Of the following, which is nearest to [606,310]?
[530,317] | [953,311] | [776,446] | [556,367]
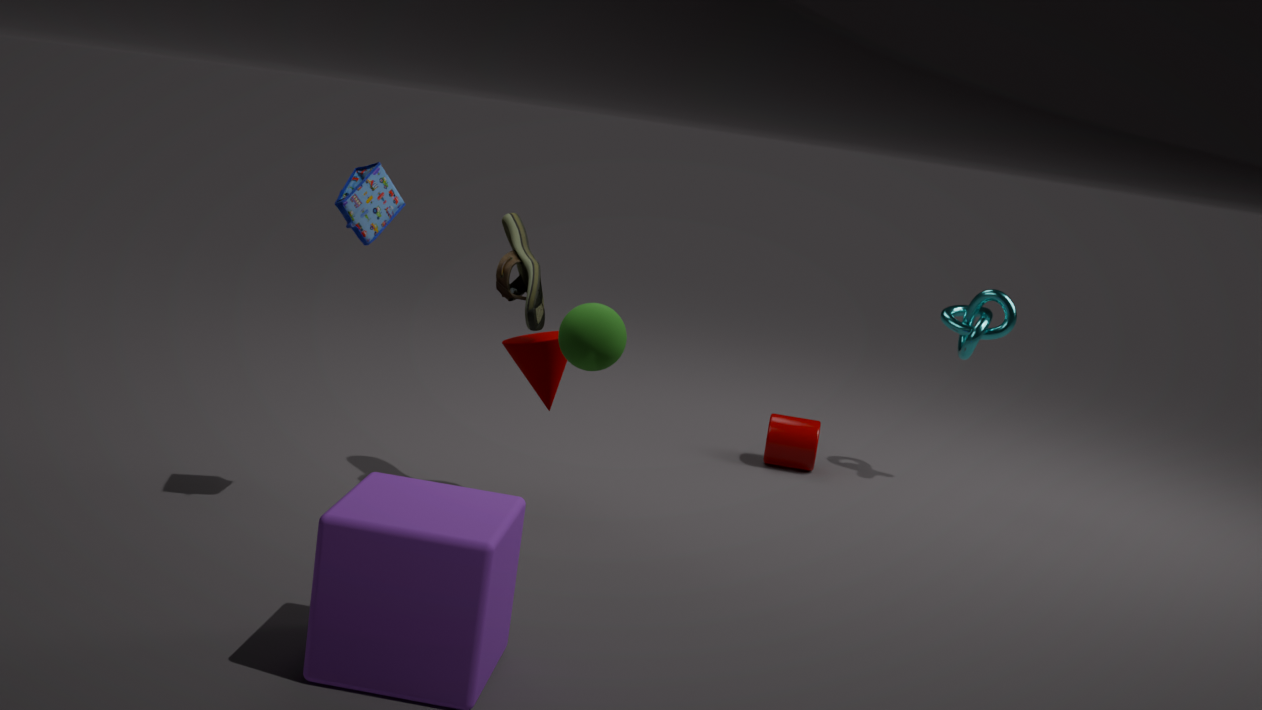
[556,367]
